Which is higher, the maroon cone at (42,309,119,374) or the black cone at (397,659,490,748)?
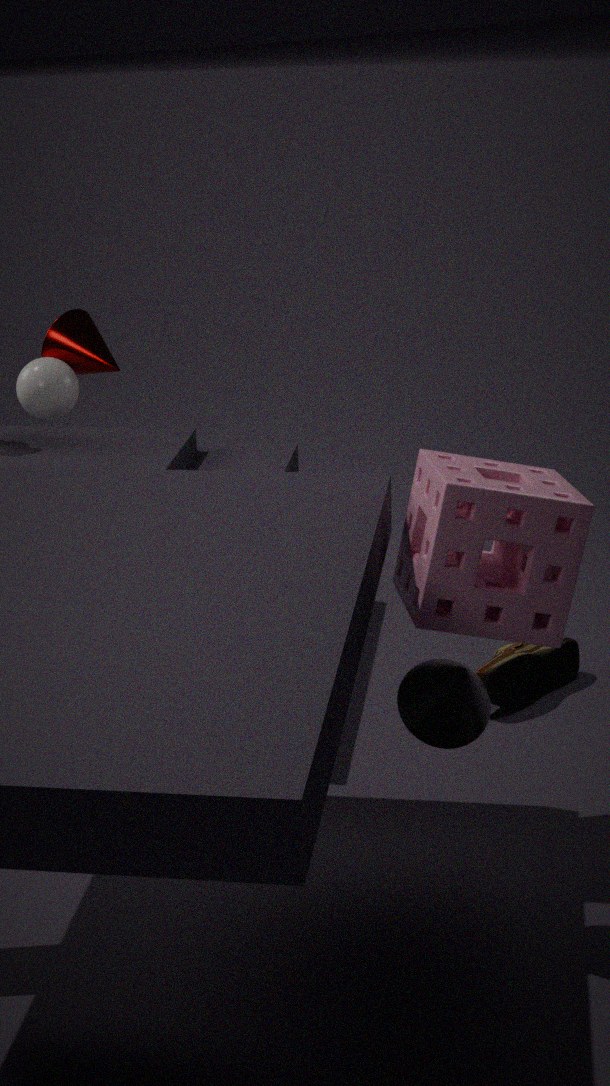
the maroon cone at (42,309,119,374)
